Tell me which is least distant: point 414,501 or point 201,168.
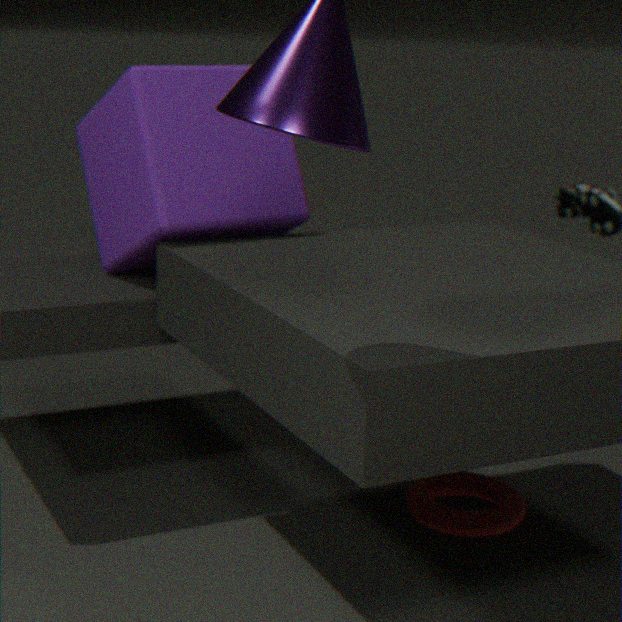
point 201,168
